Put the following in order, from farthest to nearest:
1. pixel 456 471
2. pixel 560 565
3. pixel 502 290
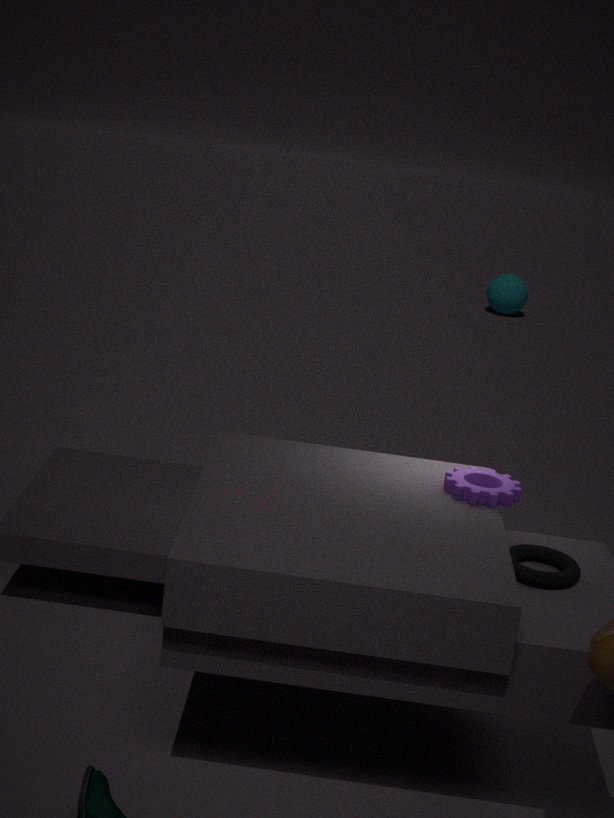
pixel 502 290
pixel 456 471
pixel 560 565
